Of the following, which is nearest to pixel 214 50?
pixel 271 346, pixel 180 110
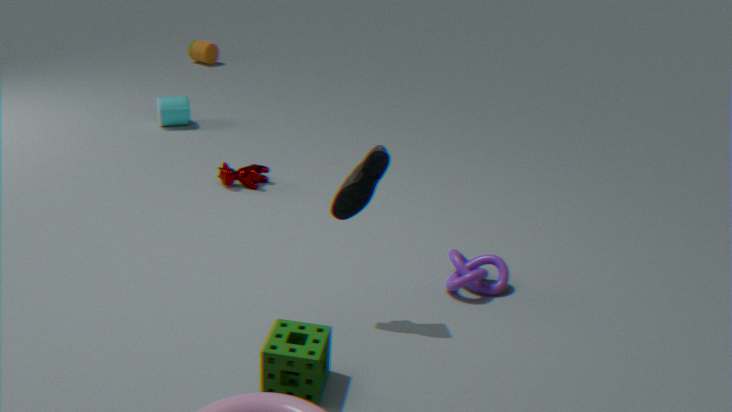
pixel 180 110
